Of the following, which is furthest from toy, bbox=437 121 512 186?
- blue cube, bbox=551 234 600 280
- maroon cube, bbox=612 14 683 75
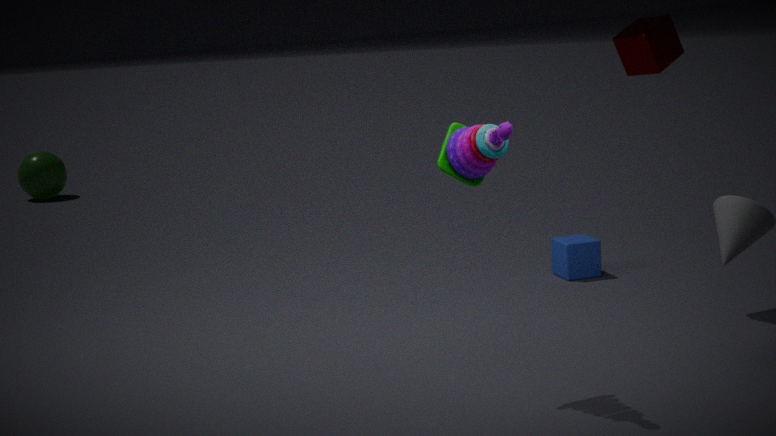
blue cube, bbox=551 234 600 280
